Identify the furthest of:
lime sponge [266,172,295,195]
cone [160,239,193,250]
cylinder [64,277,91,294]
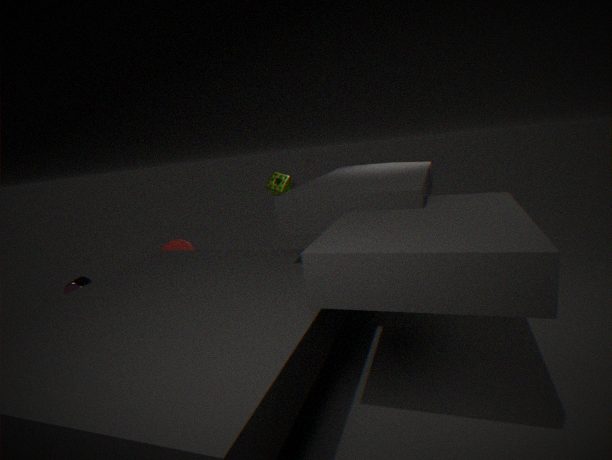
cone [160,239,193,250]
